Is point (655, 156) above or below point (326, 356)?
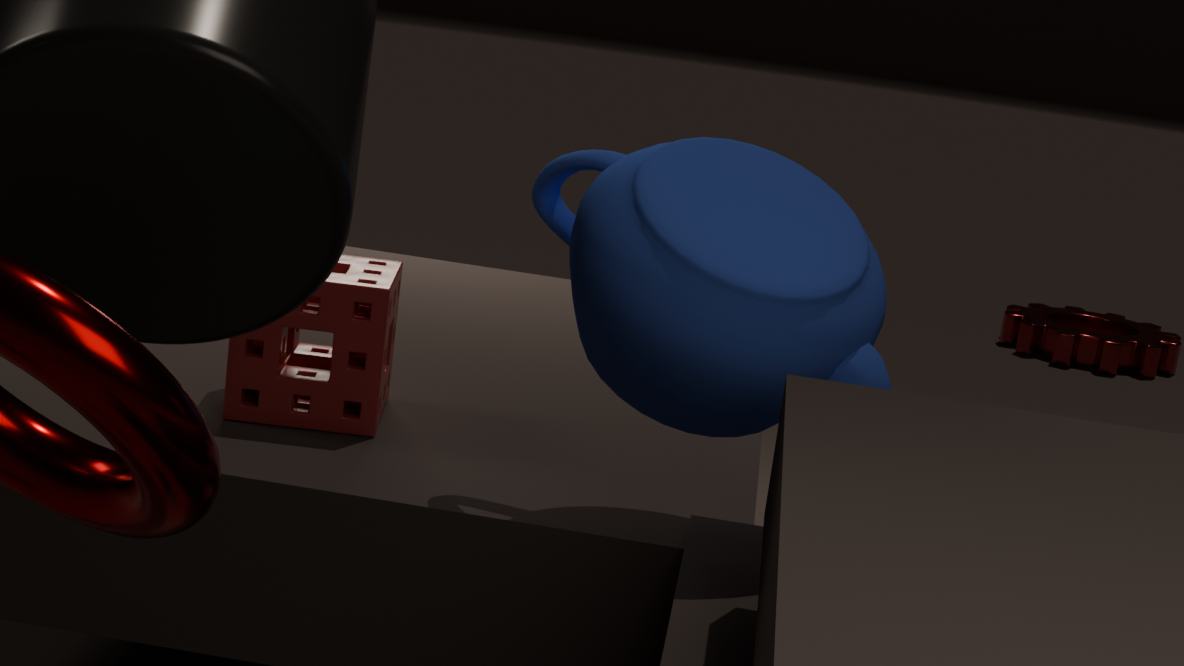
above
